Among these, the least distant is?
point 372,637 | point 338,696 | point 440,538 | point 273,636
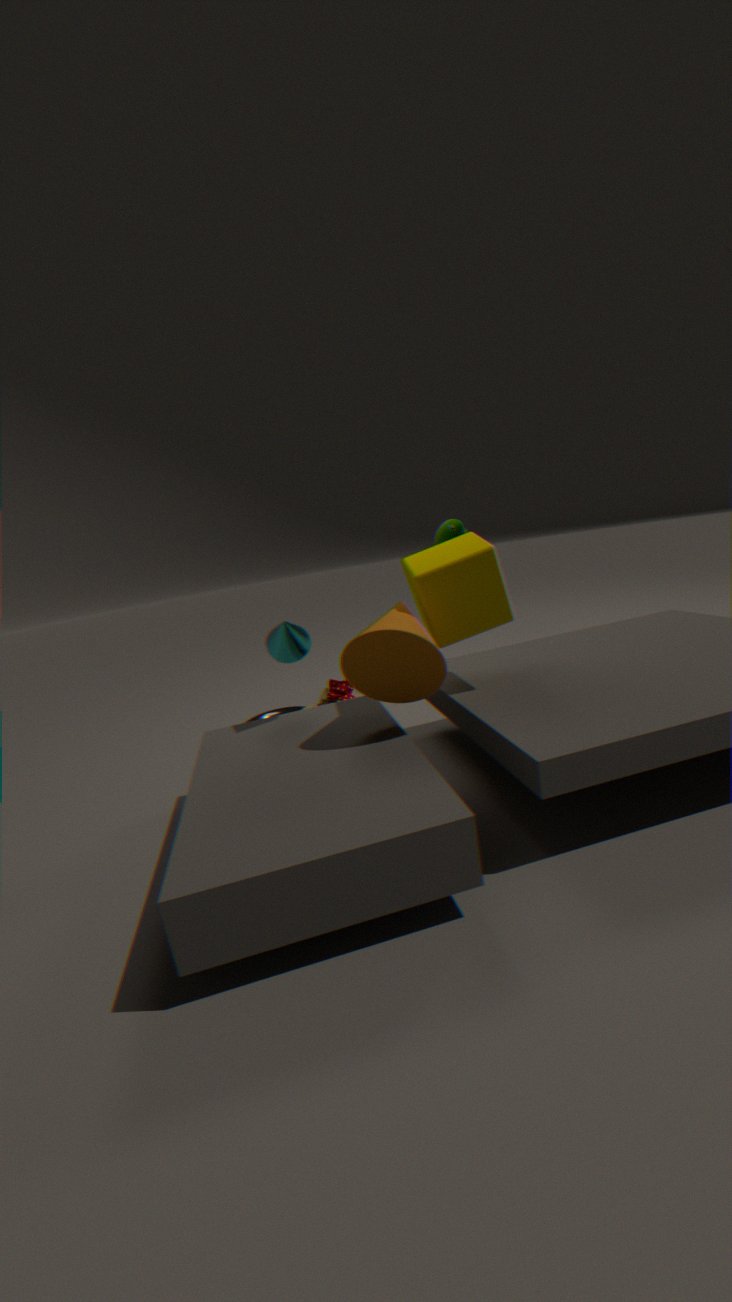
point 372,637
